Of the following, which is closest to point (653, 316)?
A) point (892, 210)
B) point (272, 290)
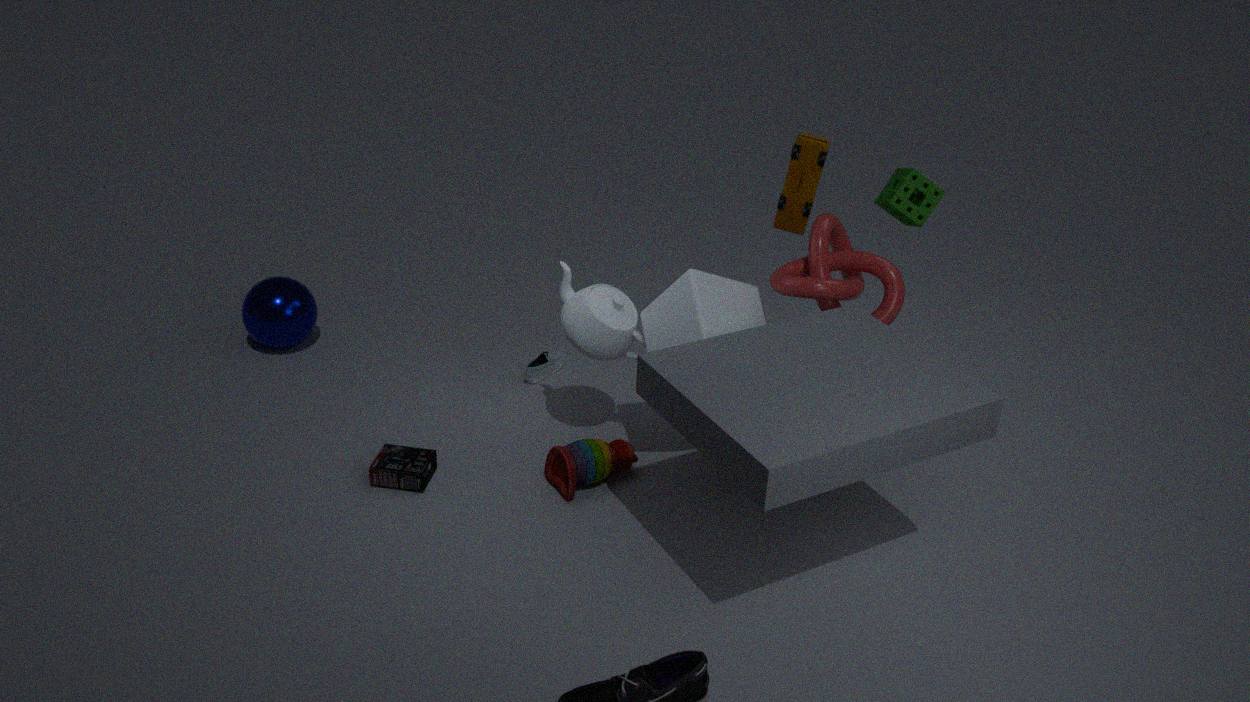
point (892, 210)
